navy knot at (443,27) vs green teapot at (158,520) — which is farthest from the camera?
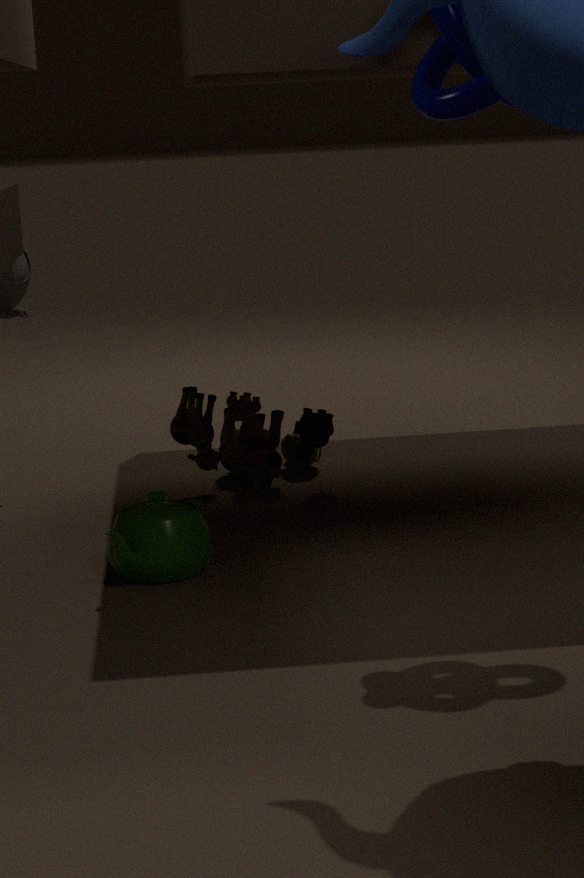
green teapot at (158,520)
